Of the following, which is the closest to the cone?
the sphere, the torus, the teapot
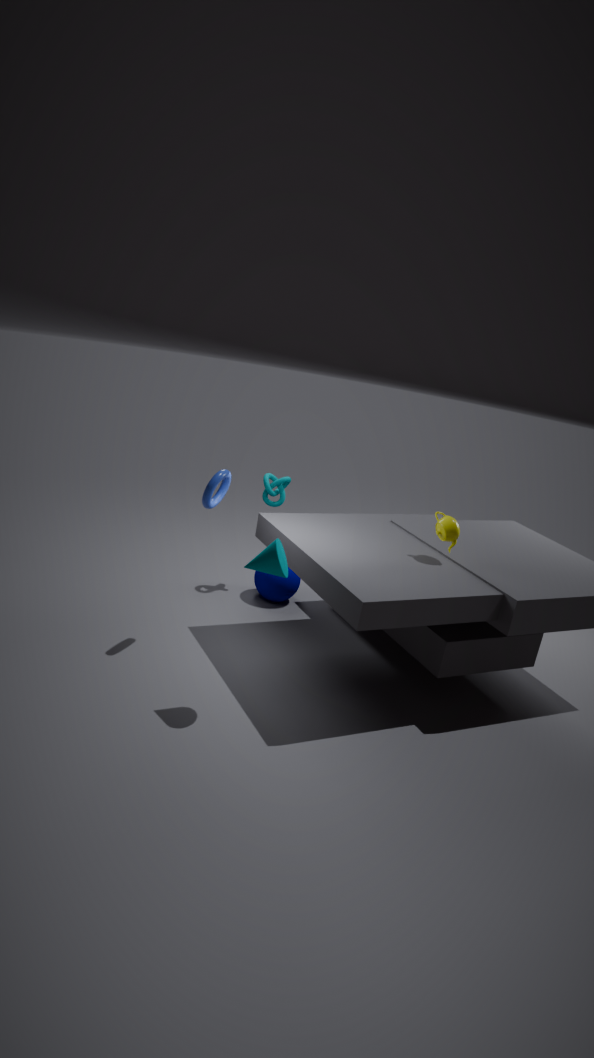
the torus
